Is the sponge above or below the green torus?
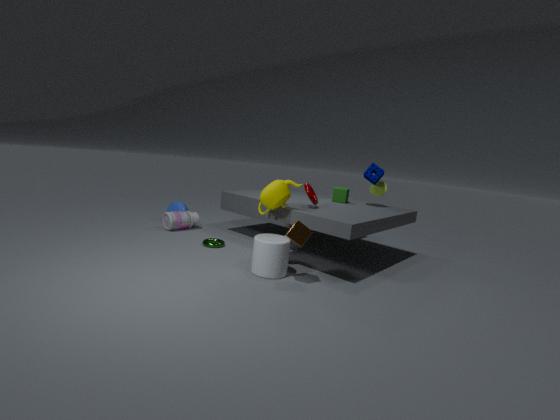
above
